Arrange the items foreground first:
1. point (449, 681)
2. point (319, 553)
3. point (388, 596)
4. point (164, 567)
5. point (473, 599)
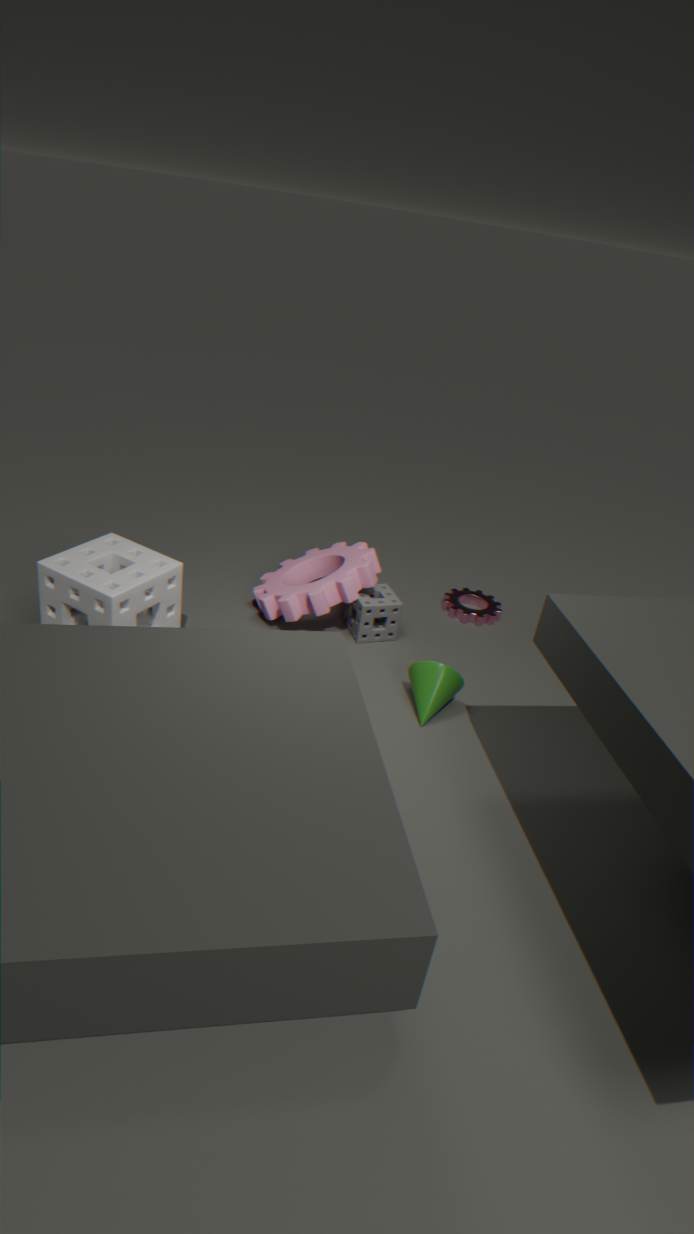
point (164, 567), point (449, 681), point (388, 596), point (319, 553), point (473, 599)
